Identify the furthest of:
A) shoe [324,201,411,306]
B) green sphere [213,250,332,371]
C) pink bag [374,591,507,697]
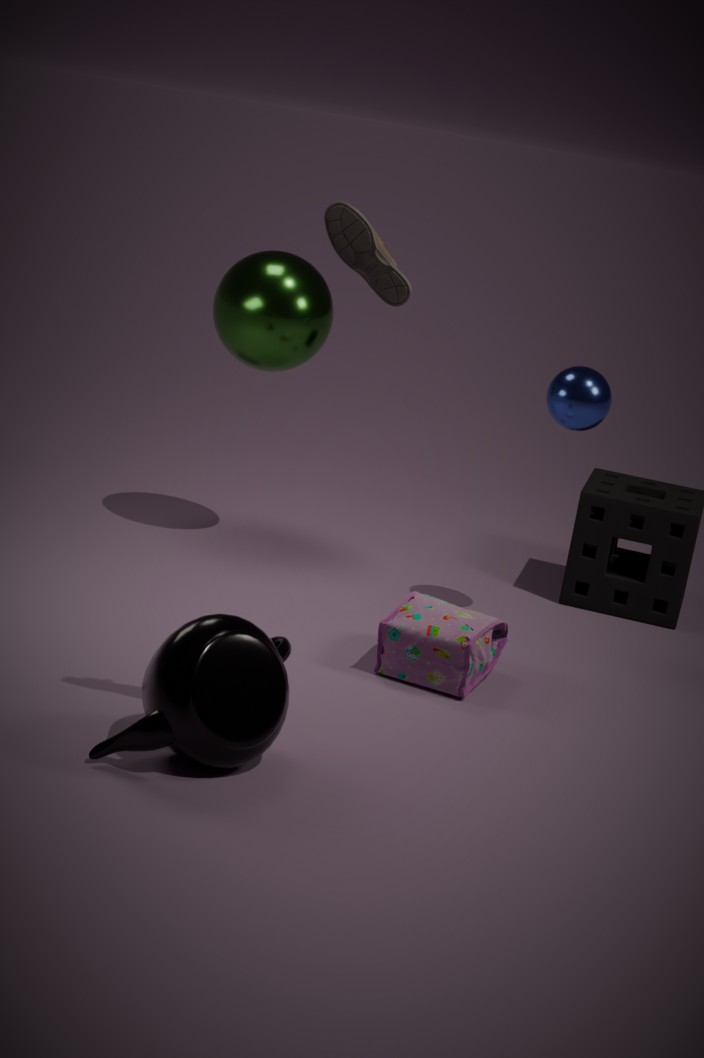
B. green sphere [213,250,332,371]
